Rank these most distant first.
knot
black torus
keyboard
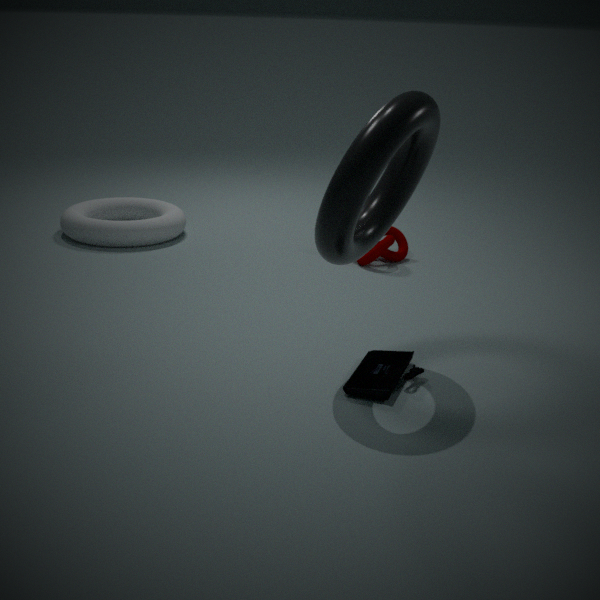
1. knot
2. keyboard
3. black torus
